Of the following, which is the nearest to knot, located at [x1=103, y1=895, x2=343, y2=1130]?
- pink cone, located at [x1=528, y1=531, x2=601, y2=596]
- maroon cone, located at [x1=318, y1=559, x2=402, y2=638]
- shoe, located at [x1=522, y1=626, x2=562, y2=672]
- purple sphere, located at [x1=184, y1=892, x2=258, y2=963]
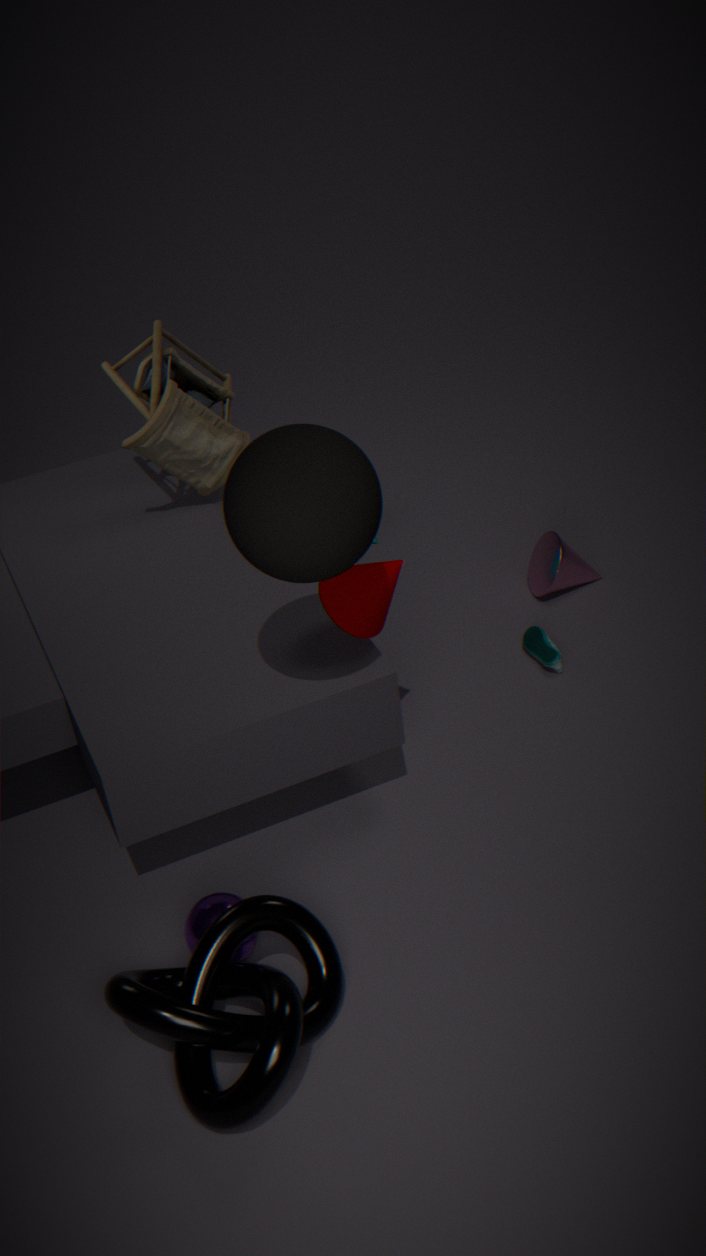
purple sphere, located at [x1=184, y1=892, x2=258, y2=963]
